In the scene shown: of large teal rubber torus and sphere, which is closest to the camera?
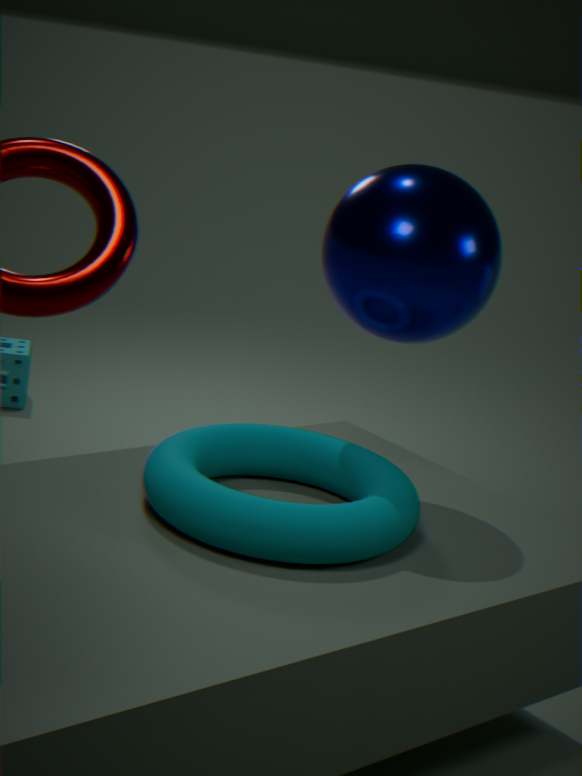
large teal rubber torus
